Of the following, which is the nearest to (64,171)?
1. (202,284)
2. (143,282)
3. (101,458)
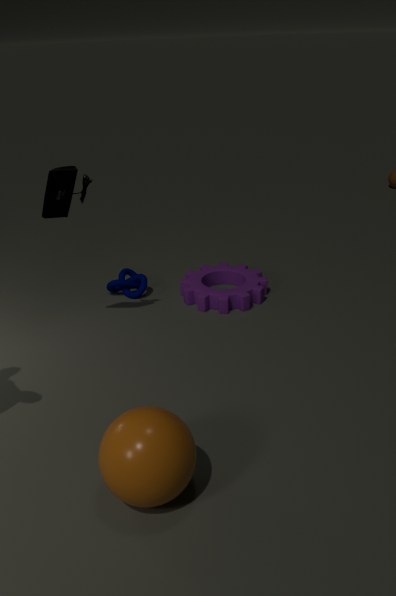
(143,282)
